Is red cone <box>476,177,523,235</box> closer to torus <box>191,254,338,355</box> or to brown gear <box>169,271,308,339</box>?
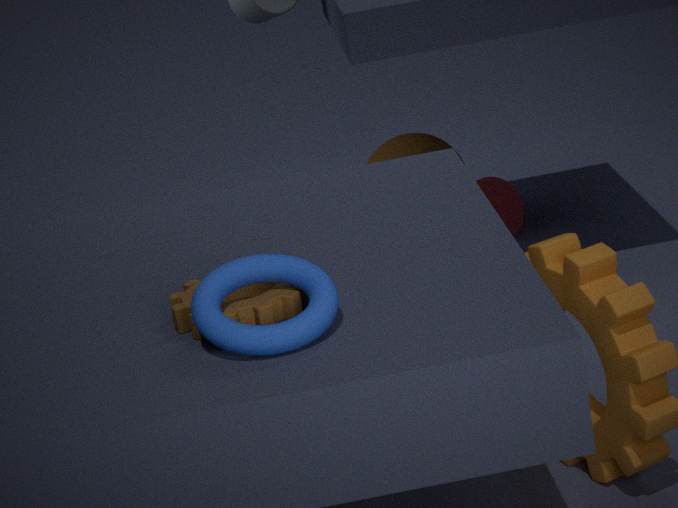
brown gear <box>169,271,308,339</box>
